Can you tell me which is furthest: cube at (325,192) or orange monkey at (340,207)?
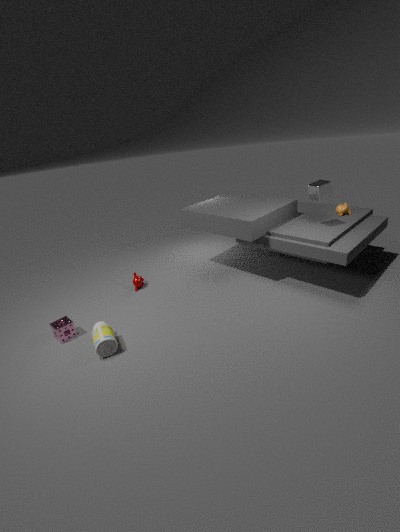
orange monkey at (340,207)
